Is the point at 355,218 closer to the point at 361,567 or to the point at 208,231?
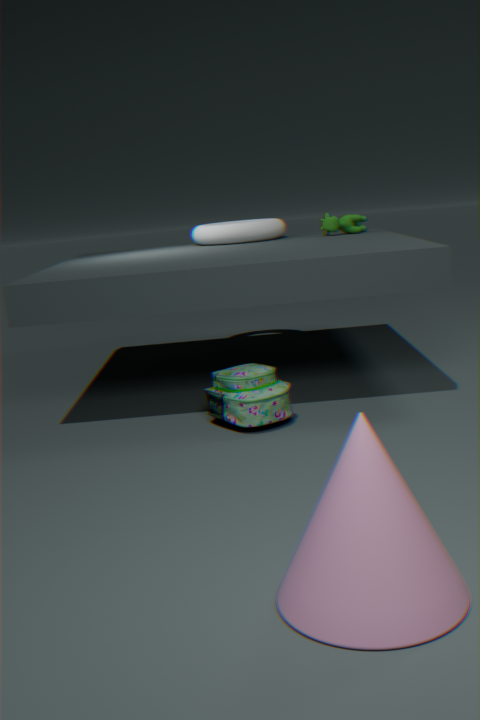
the point at 208,231
